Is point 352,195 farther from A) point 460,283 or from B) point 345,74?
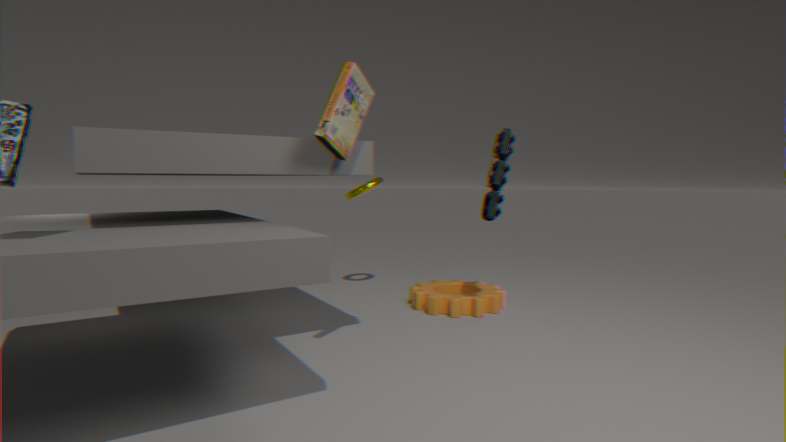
B) point 345,74
